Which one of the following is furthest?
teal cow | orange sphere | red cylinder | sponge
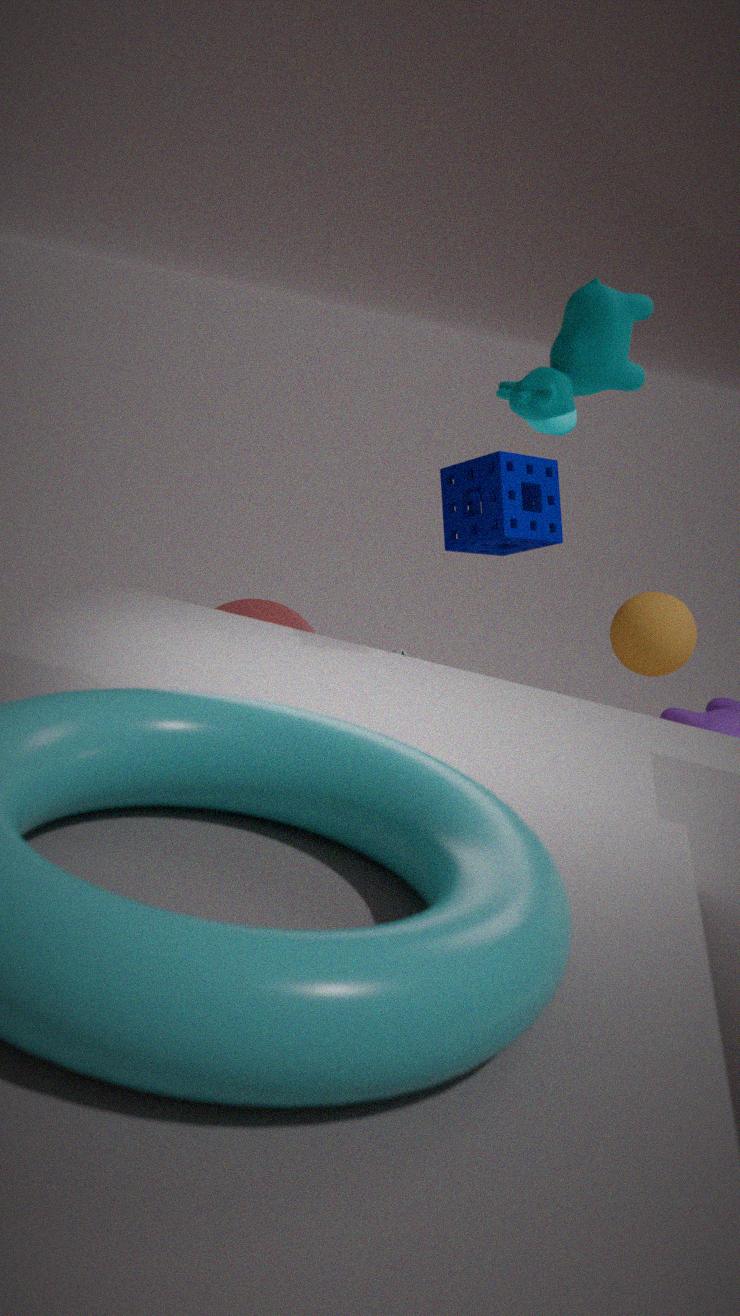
red cylinder
